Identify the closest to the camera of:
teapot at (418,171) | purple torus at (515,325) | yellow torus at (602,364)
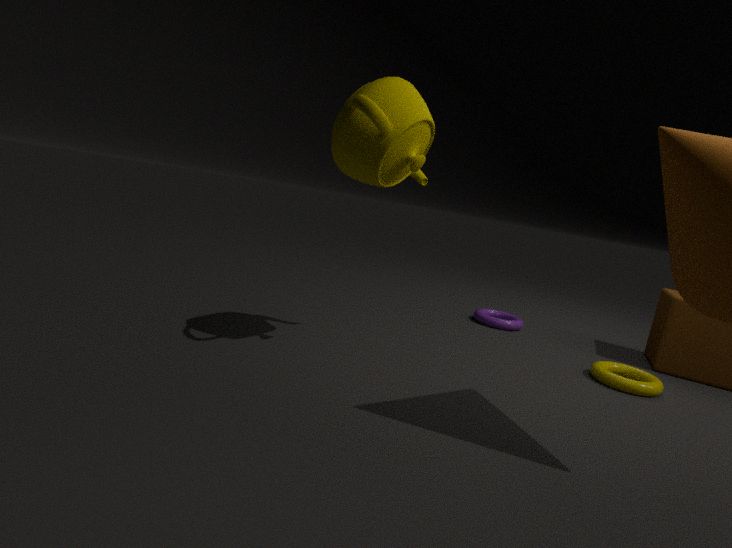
teapot at (418,171)
